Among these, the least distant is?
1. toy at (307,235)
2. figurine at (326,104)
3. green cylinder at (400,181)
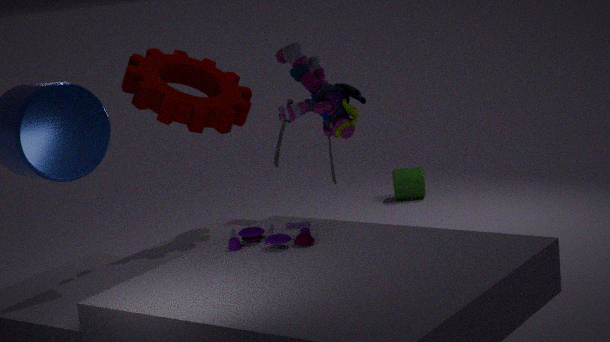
toy at (307,235)
